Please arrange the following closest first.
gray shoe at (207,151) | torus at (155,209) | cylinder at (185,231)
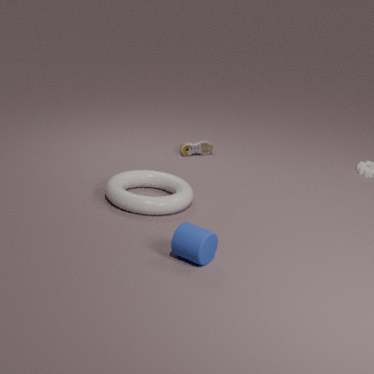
1. cylinder at (185,231)
2. torus at (155,209)
3. gray shoe at (207,151)
